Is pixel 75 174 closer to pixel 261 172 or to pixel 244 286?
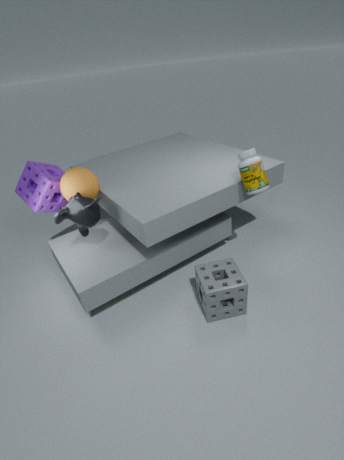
pixel 261 172
